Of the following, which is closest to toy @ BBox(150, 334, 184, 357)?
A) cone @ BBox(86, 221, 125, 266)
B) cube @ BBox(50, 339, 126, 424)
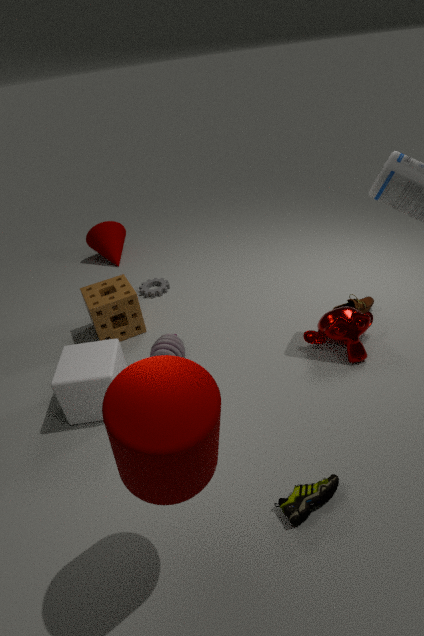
cube @ BBox(50, 339, 126, 424)
